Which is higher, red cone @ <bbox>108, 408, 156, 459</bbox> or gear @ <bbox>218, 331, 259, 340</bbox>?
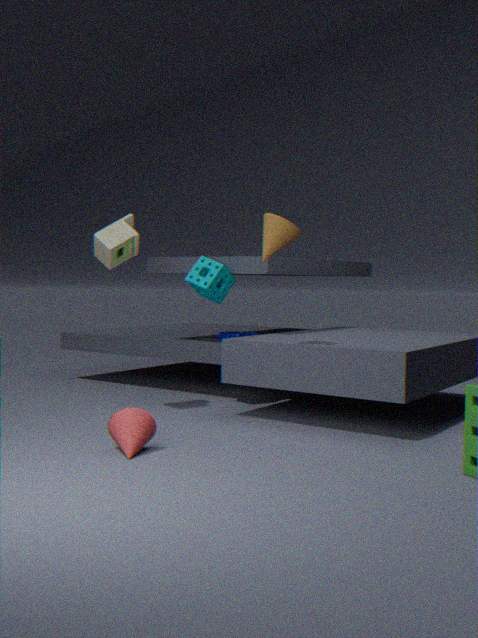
gear @ <bbox>218, 331, 259, 340</bbox>
